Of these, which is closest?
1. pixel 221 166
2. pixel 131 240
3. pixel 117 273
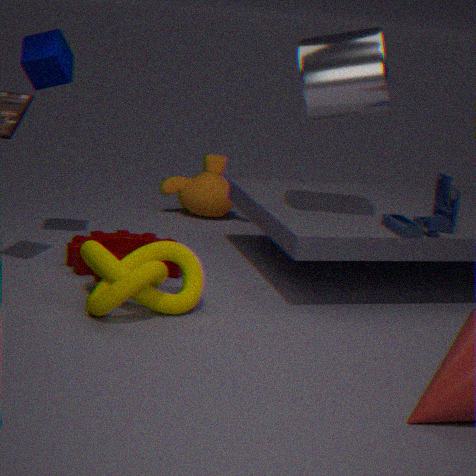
pixel 117 273
